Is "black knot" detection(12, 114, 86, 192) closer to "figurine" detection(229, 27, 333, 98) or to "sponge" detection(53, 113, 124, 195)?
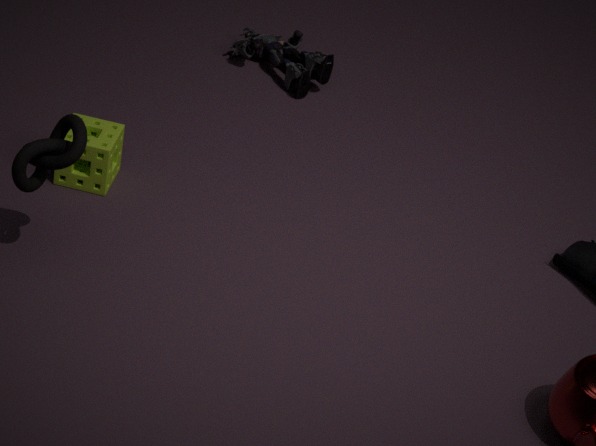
"sponge" detection(53, 113, 124, 195)
